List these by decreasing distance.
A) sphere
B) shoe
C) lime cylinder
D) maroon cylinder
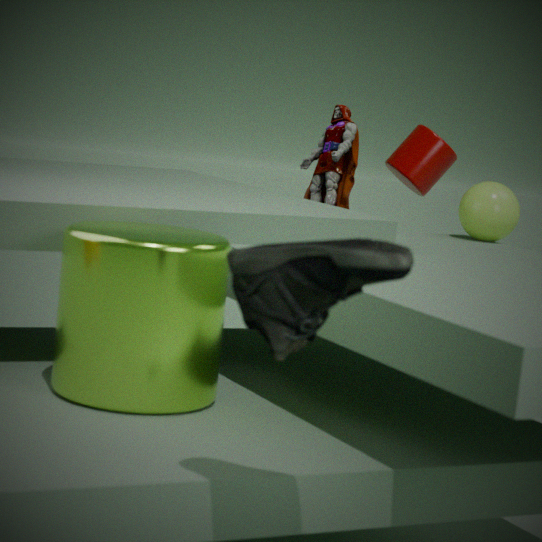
maroon cylinder < sphere < lime cylinder < shoe
